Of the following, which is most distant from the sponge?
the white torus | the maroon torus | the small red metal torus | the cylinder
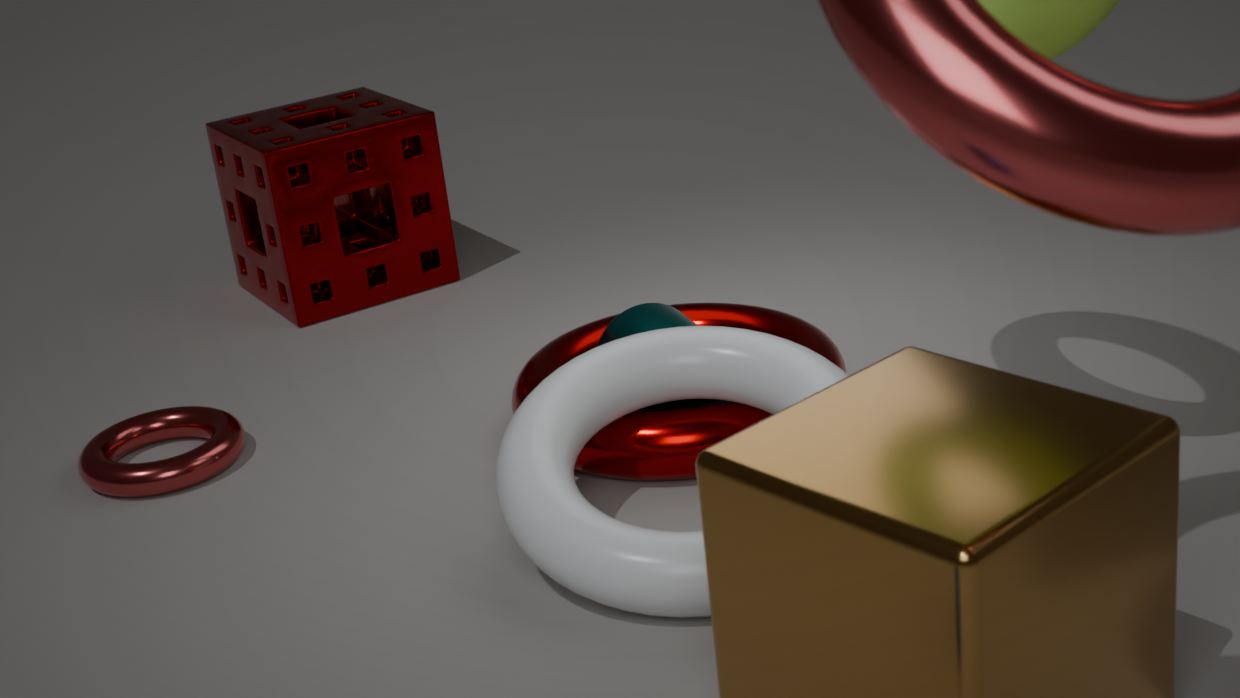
the white torus
